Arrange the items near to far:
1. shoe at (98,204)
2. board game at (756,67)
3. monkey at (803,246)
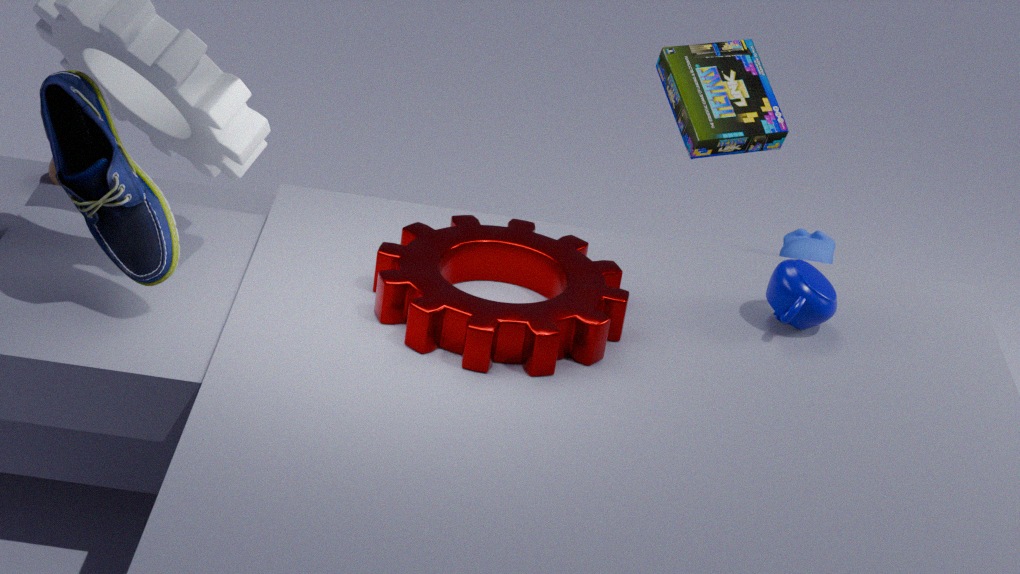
shoe at (98,204) → board game at (756,67) → monkey at (803,246)
